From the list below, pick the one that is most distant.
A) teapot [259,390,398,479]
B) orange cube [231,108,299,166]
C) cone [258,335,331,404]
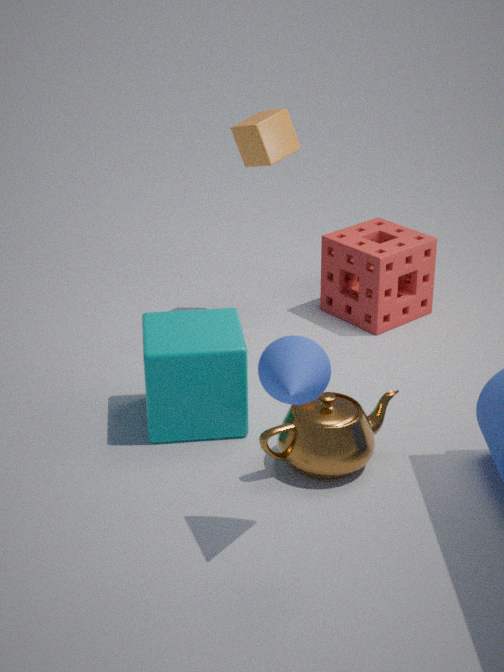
orange cube [231,108,299,166]
